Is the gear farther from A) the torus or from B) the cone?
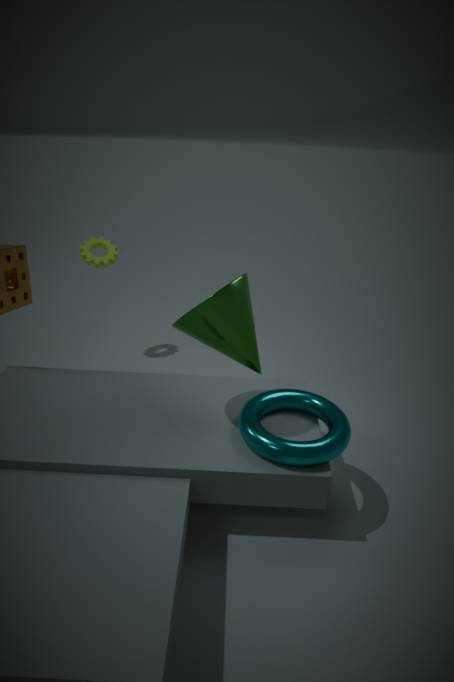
A) the torus
